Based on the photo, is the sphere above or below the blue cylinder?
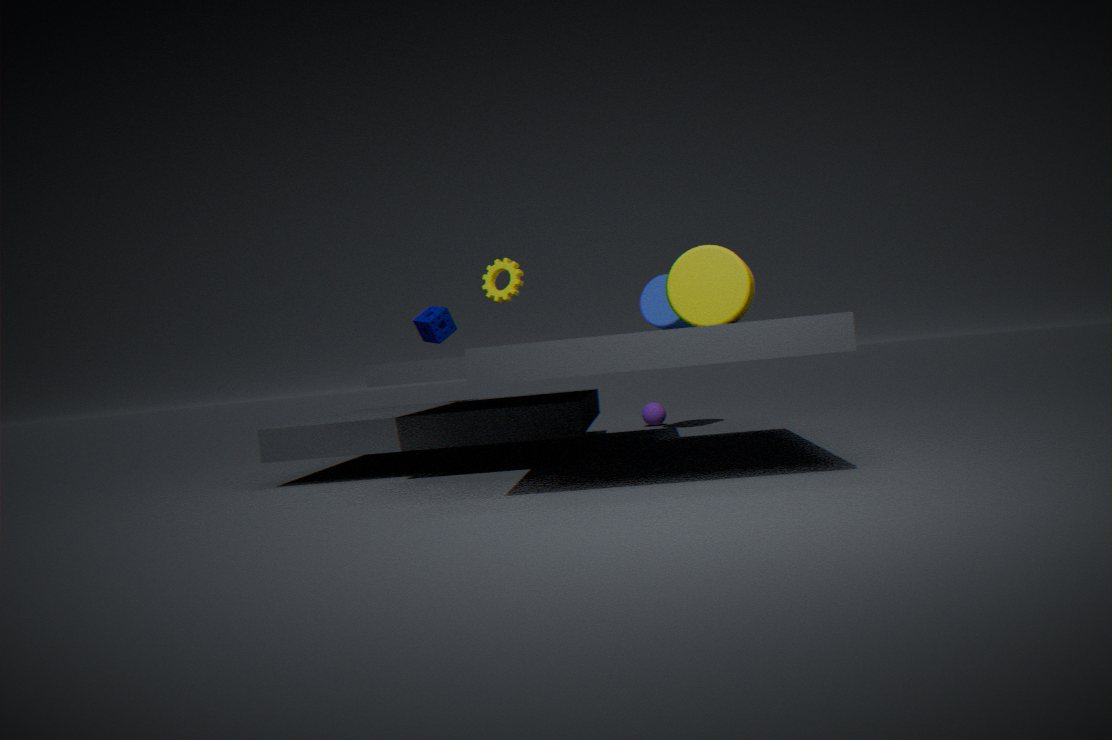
below
